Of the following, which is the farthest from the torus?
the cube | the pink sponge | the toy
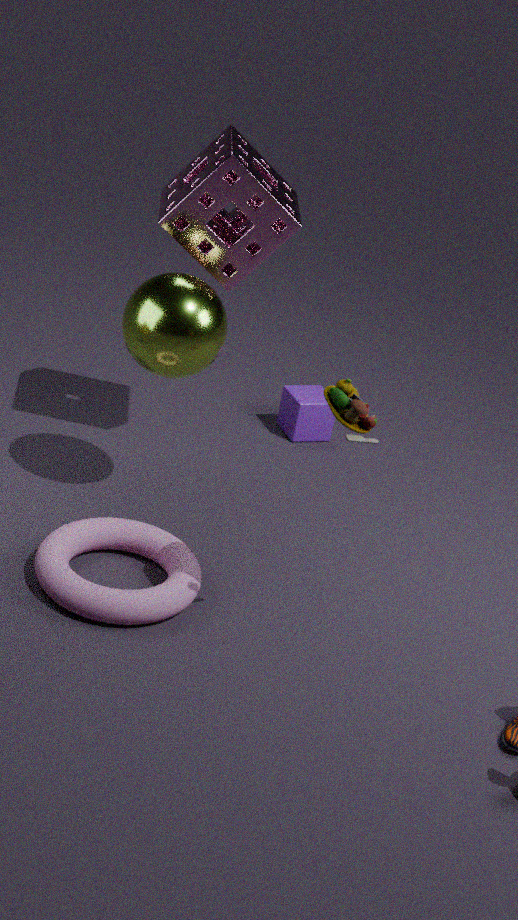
the cube
